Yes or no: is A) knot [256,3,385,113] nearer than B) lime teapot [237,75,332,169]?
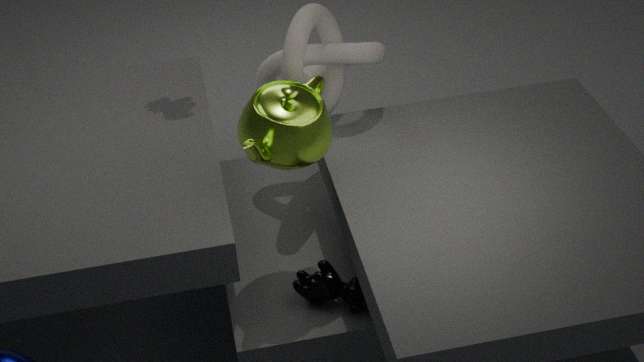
No
